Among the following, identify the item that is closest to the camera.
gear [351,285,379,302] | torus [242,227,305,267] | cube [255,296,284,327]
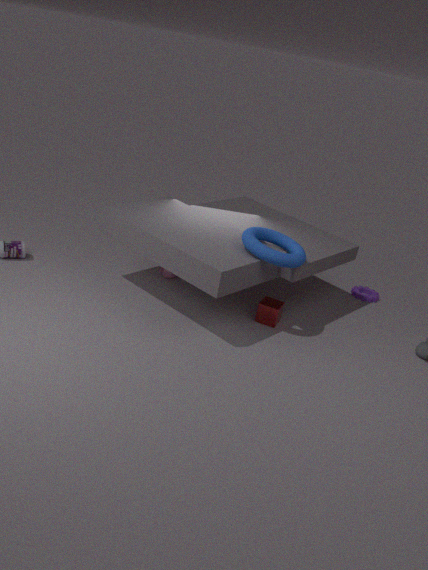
torus [242,227,305,267]
